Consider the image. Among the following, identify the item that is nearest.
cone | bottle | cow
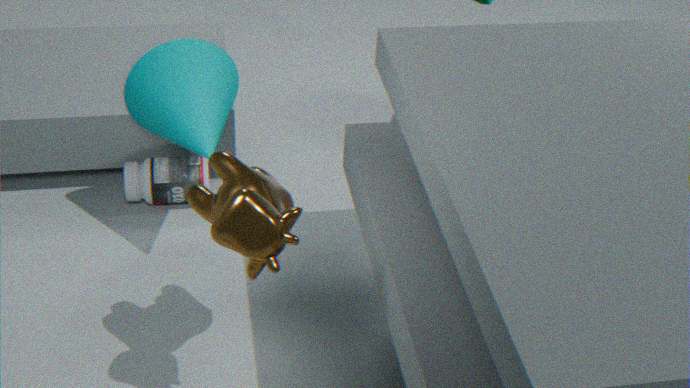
cow
